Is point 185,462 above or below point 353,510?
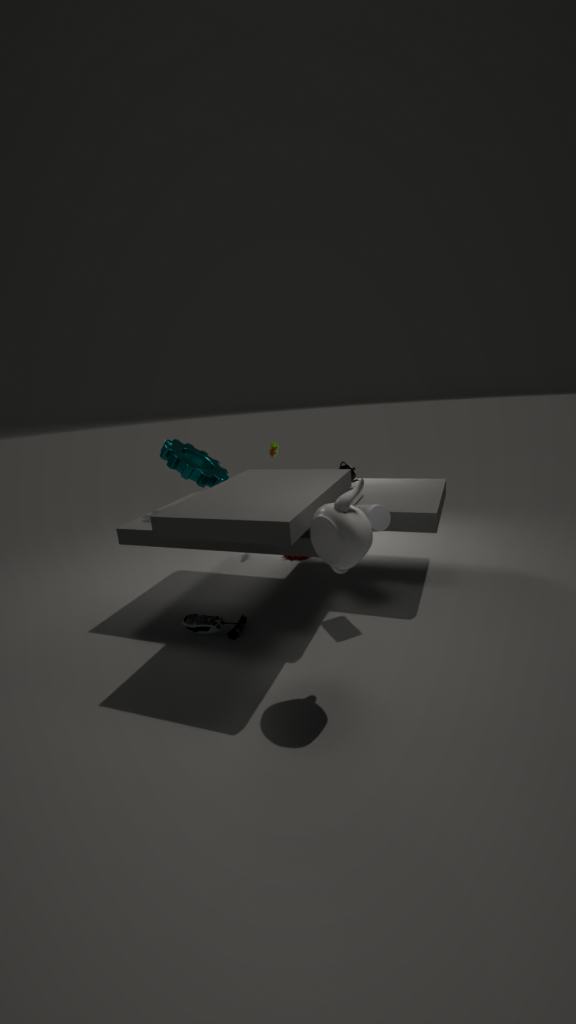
above
